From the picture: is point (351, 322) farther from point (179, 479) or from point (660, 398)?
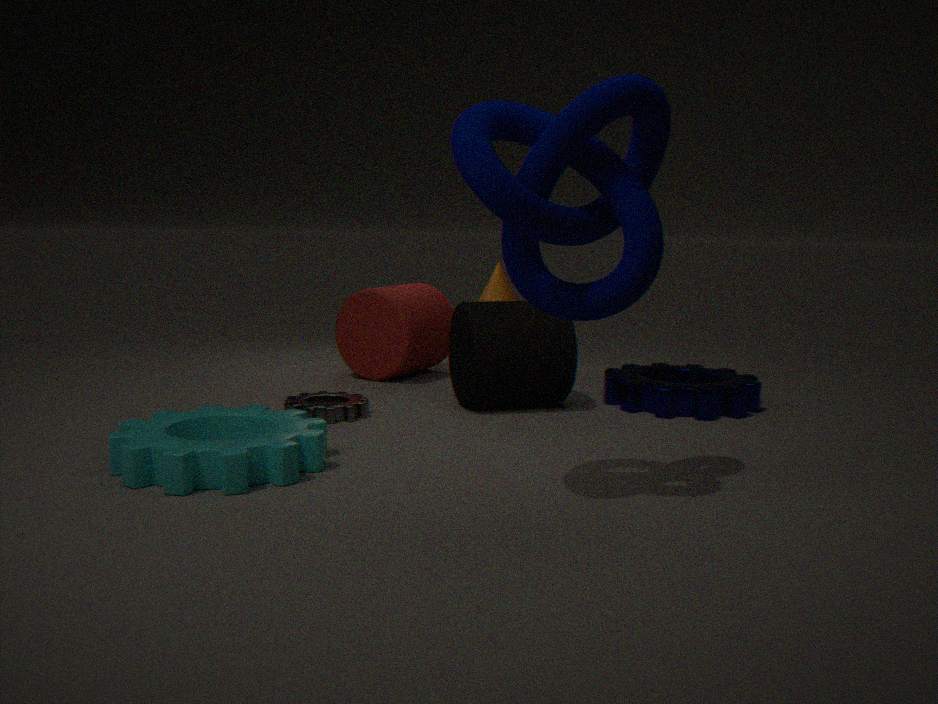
point (179, 479)
